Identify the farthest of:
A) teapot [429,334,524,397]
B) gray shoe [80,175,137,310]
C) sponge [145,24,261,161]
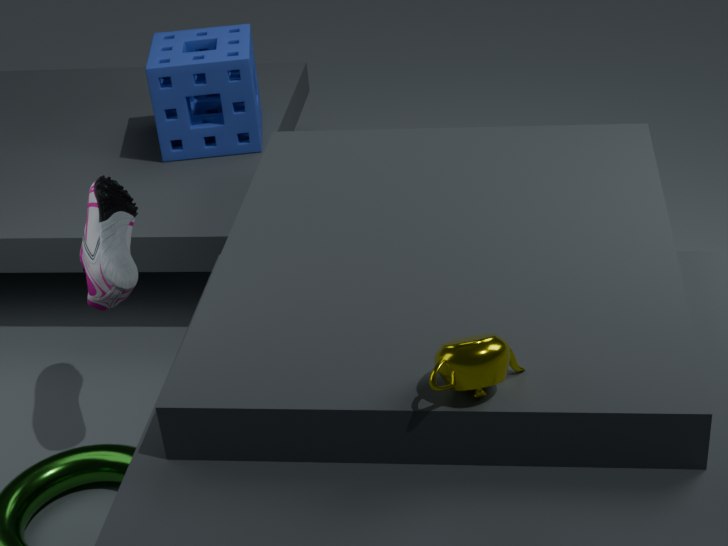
sponge [145,24,261,161]
